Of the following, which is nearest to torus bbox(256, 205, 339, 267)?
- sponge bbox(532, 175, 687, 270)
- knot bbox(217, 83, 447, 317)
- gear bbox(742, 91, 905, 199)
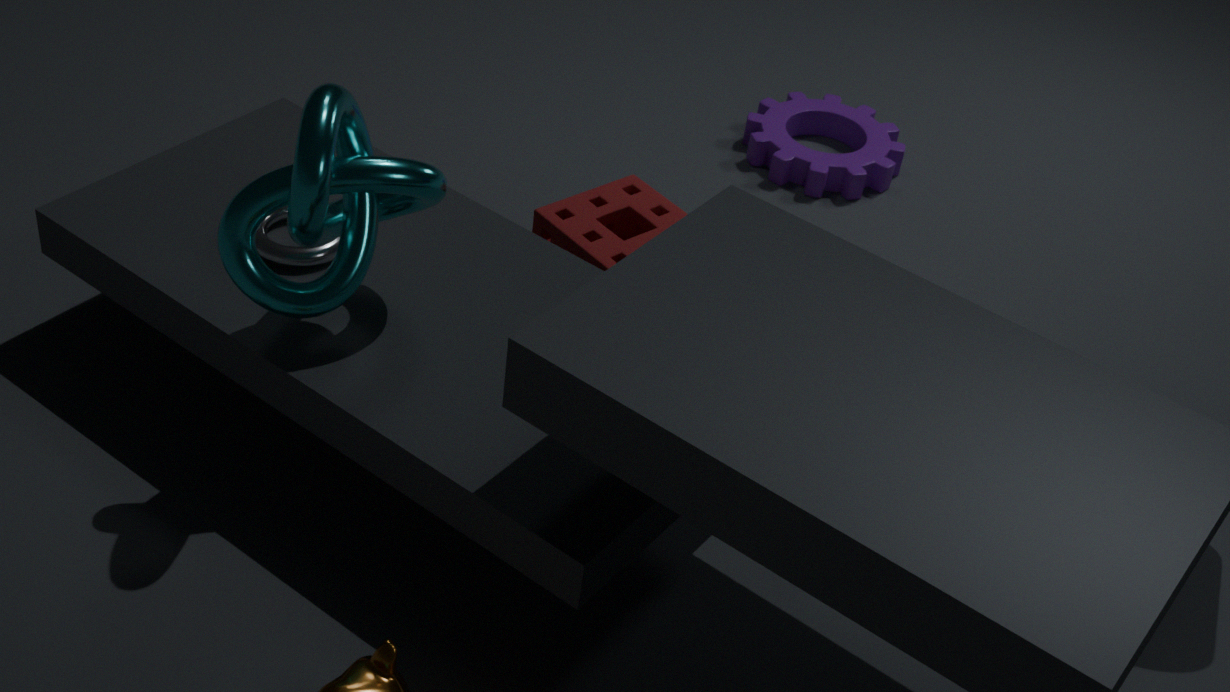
knot bbox(217, 83, 447, 317)
